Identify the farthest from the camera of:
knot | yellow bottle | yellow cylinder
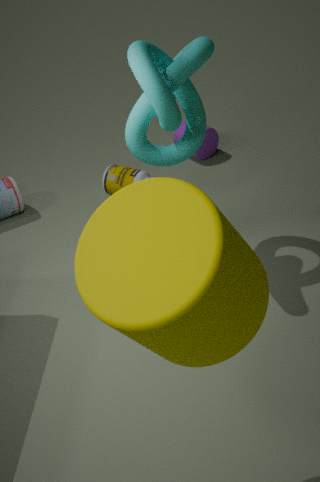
yellow bottle
